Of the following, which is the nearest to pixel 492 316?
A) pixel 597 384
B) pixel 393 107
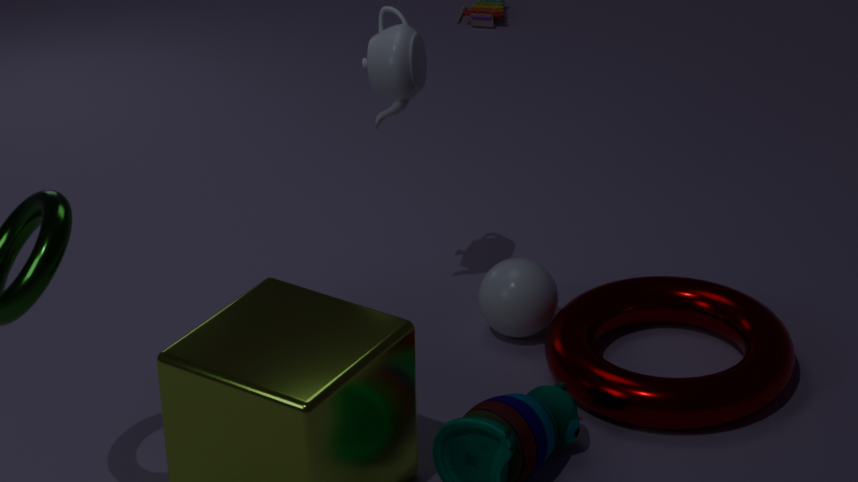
pixel 597 384
